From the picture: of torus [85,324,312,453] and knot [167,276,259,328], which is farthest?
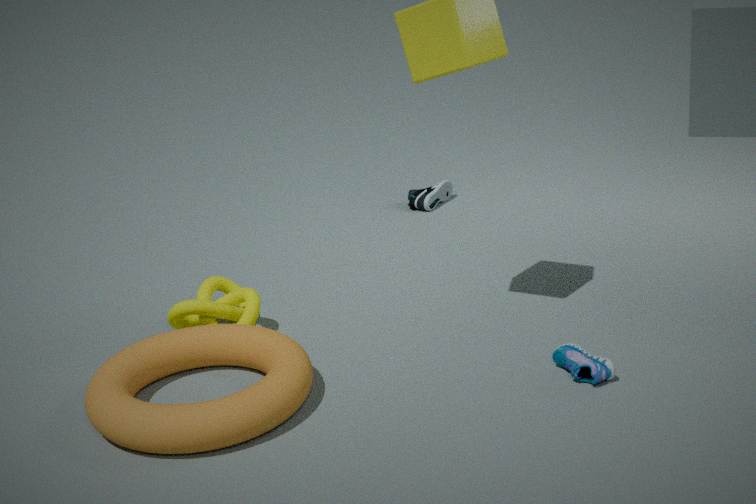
knot [167,276,259,328]
